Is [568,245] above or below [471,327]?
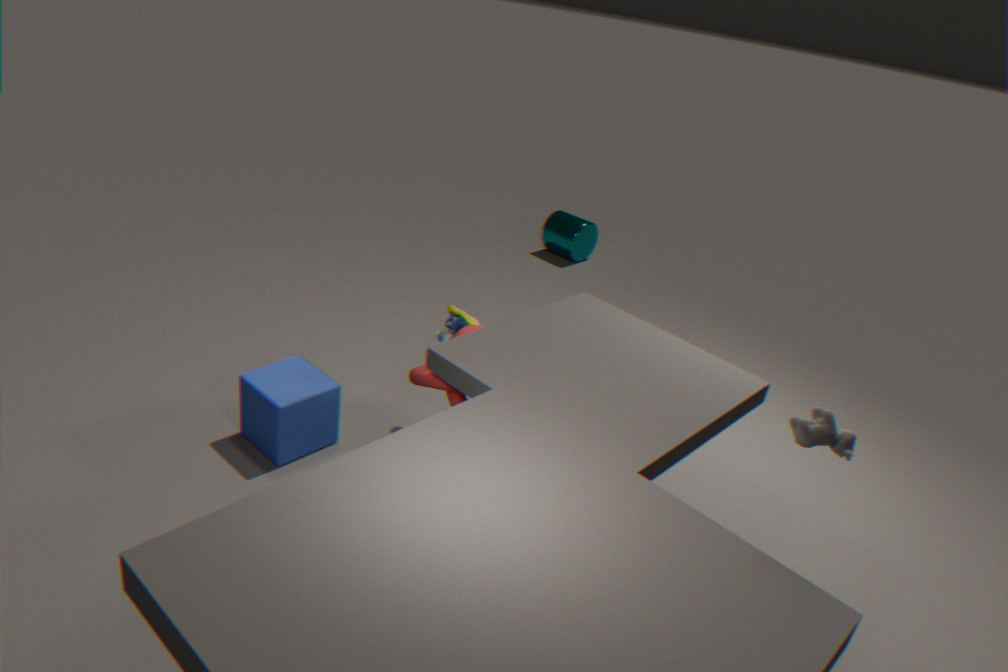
below
